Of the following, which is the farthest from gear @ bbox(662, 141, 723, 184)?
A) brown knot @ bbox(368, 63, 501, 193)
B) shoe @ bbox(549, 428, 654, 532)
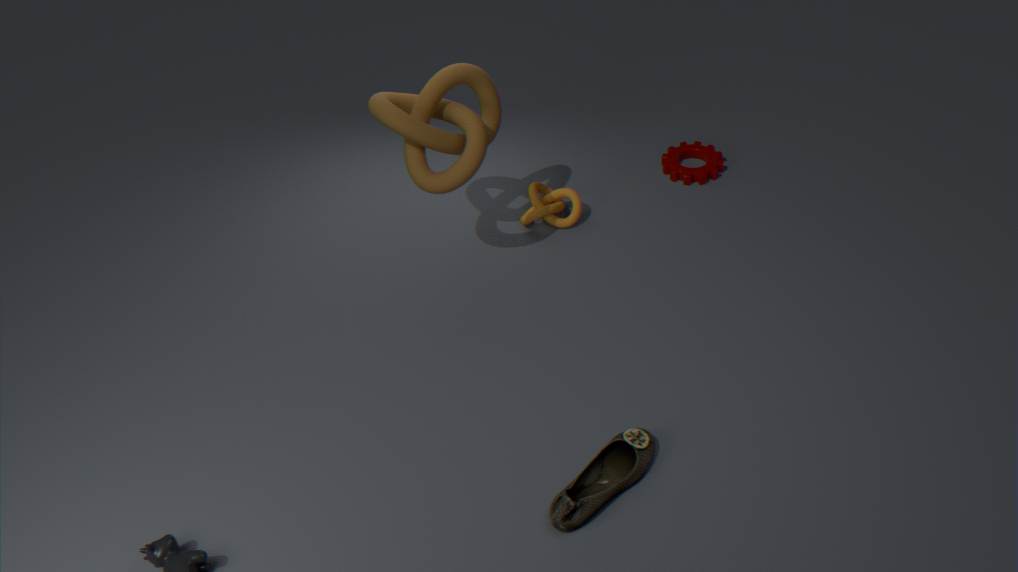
shoe @ bbox(549, 428, 654, 532)
